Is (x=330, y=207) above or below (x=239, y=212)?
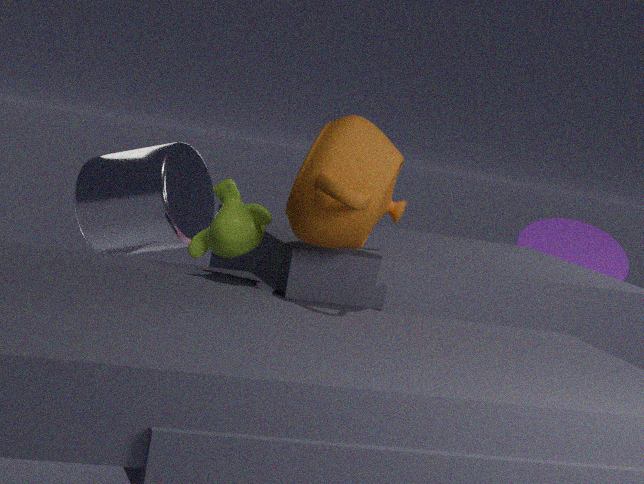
above
